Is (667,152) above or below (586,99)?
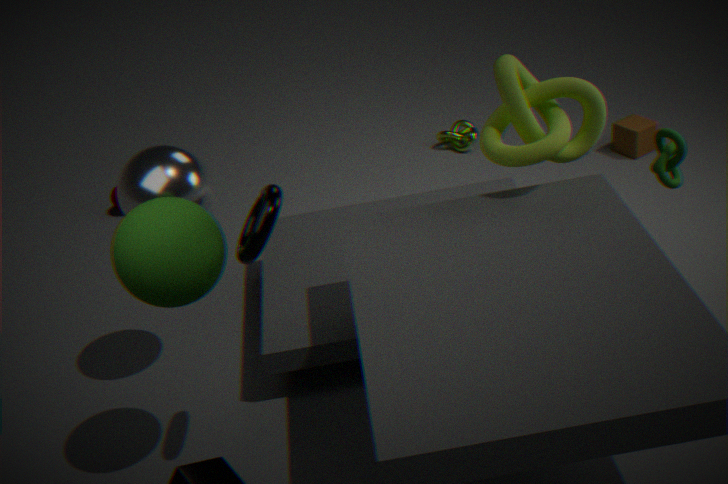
below
